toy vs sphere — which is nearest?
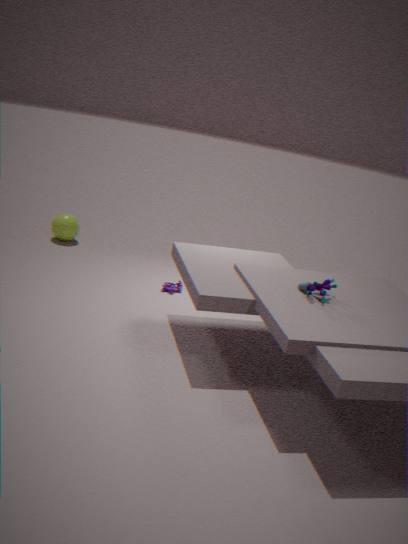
→ toy
